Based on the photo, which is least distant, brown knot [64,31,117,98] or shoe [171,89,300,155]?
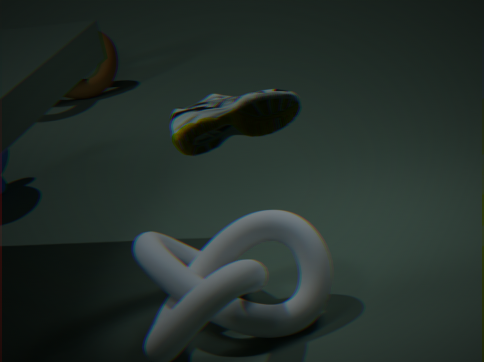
shoe [171,89,300,155]
